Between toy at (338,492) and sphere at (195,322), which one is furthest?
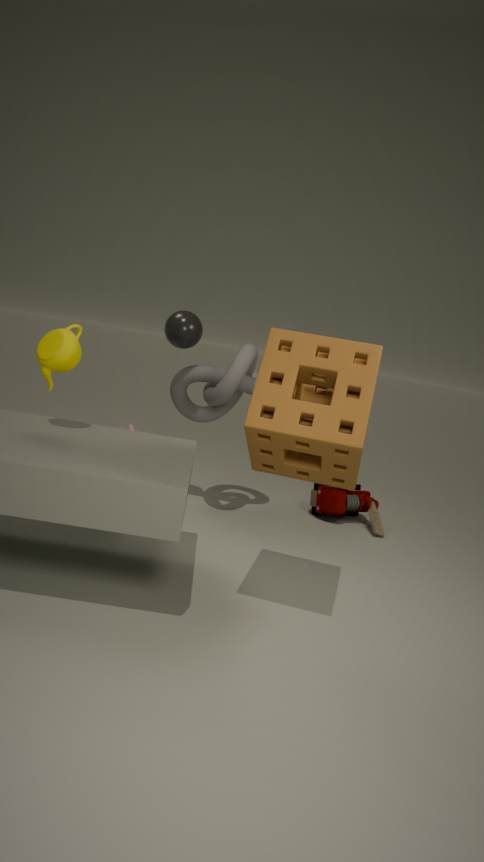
toy at (338,492)
